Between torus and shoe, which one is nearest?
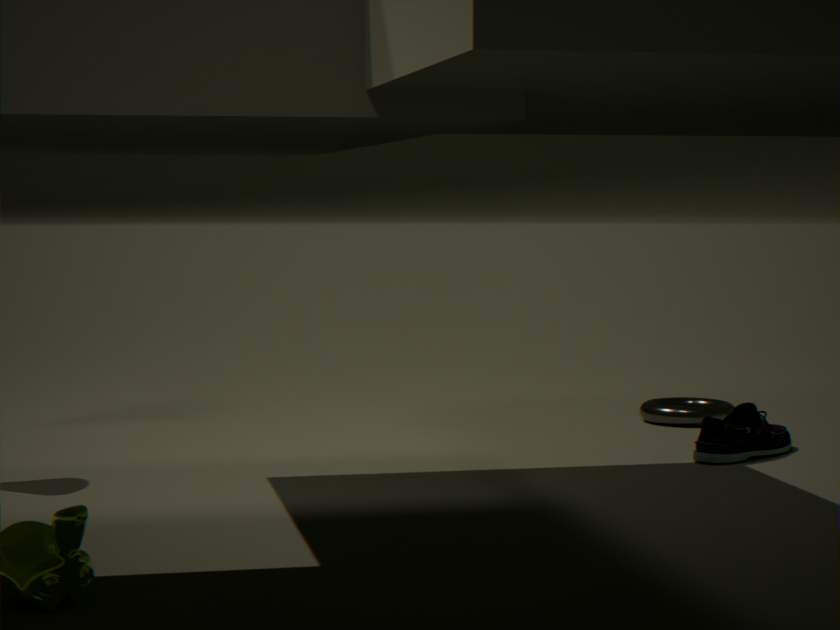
shoe
